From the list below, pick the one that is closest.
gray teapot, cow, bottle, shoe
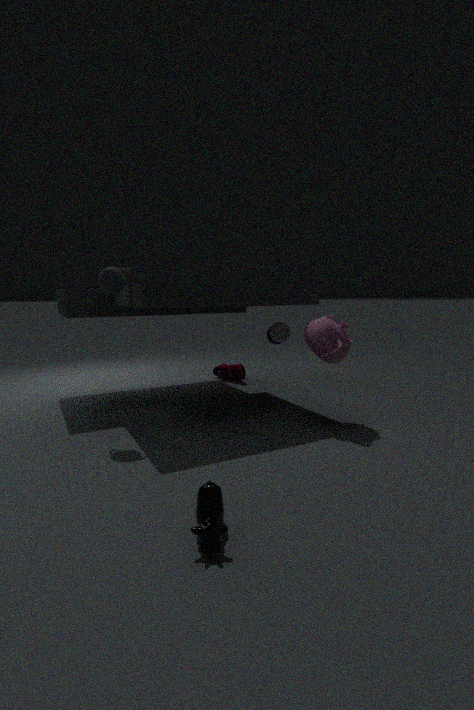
cow
